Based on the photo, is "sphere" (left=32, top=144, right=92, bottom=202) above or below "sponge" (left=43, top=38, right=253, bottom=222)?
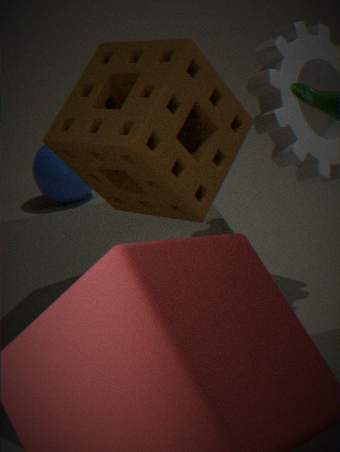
below
